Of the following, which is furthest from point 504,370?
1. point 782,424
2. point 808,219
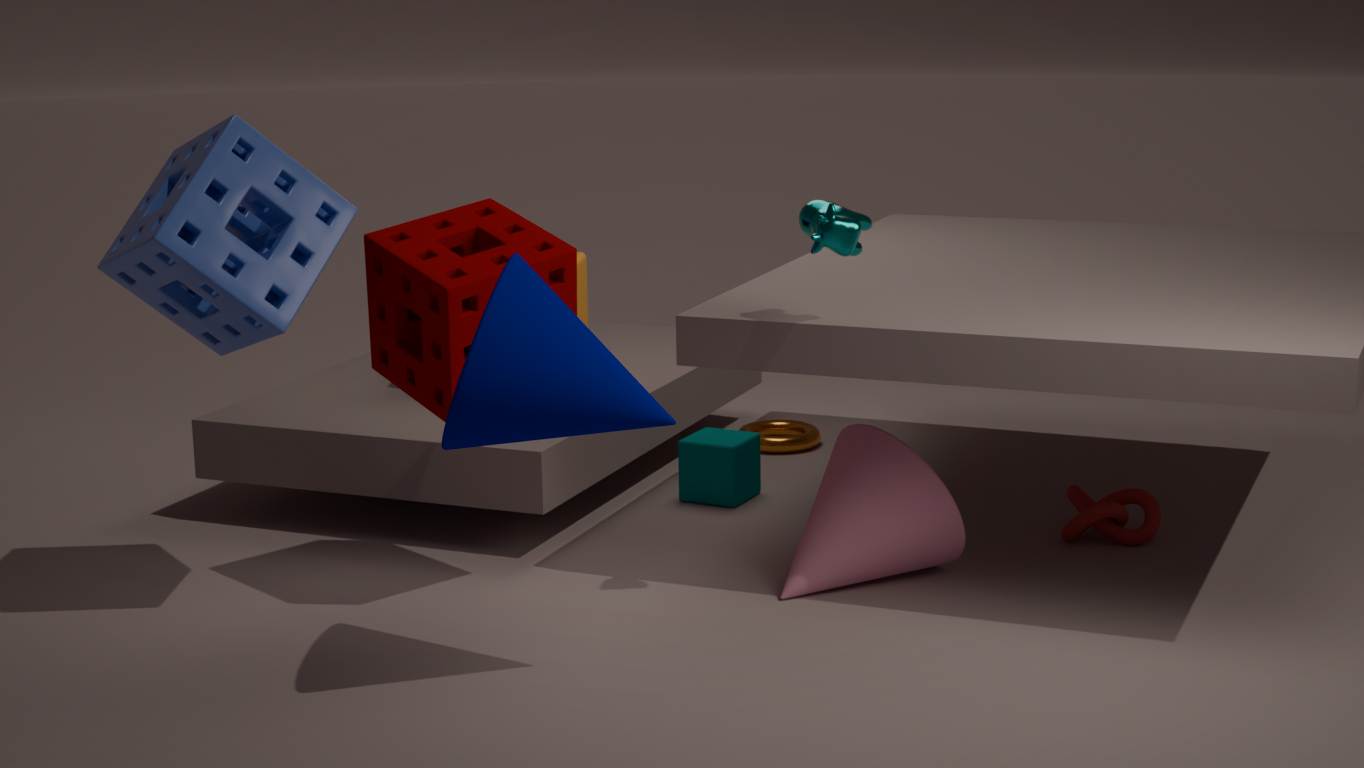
point 782,424
